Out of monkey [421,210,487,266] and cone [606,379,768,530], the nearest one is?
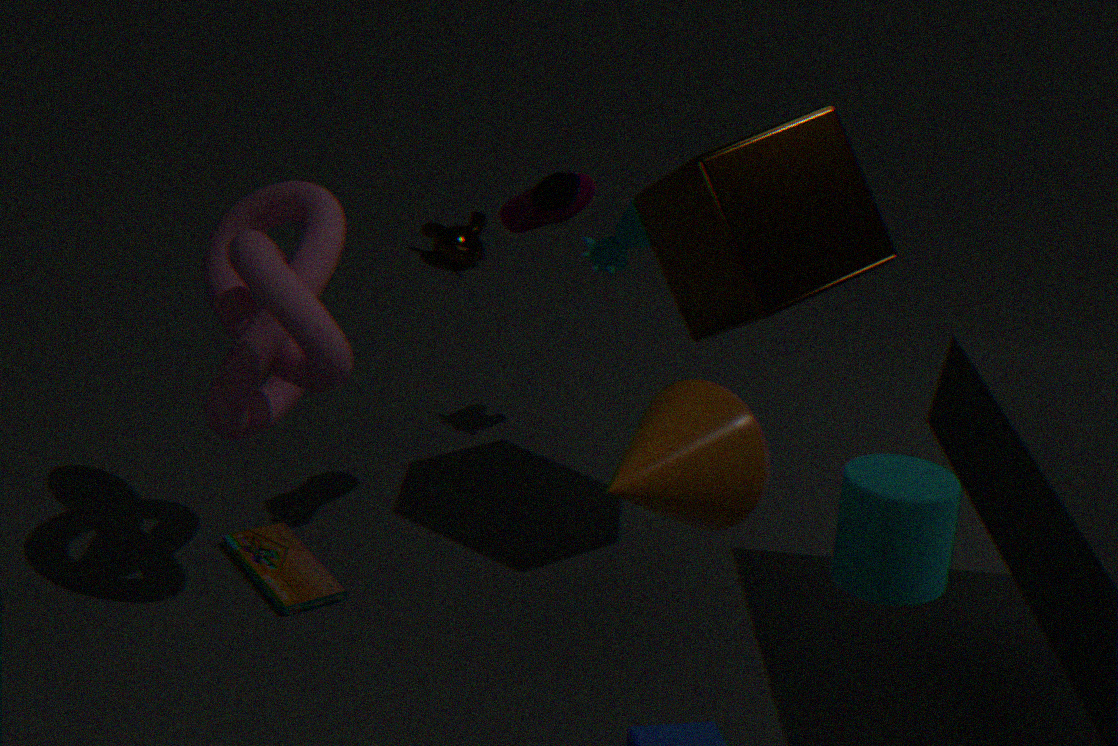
cone [606,379,768,530]
